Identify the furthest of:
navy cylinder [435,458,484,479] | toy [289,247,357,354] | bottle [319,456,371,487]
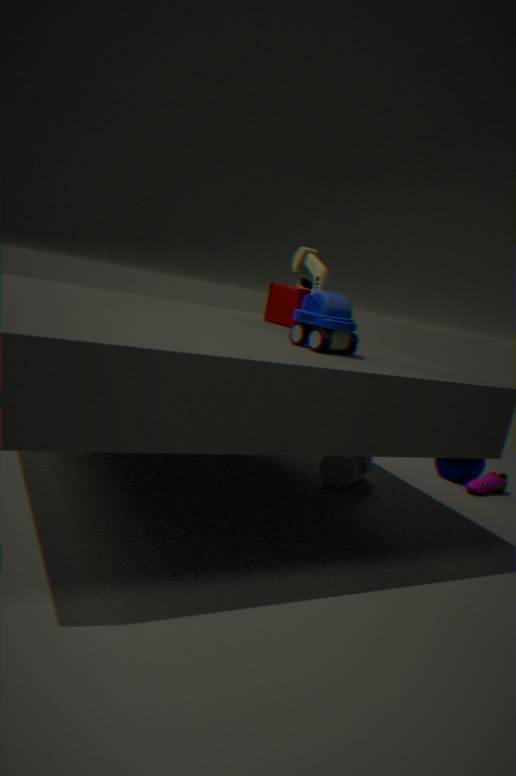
navy cylinder [435,458,484,479]
